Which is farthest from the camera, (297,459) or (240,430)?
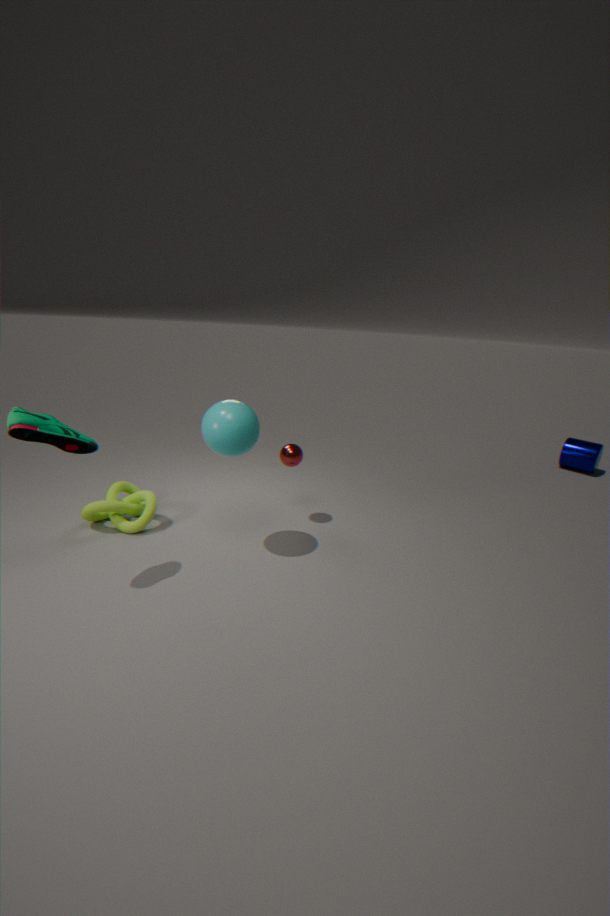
(297,459)
